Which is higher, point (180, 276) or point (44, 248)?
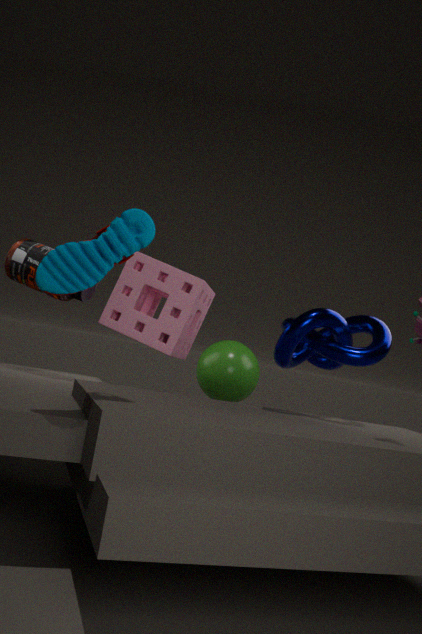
point (44, 248)
